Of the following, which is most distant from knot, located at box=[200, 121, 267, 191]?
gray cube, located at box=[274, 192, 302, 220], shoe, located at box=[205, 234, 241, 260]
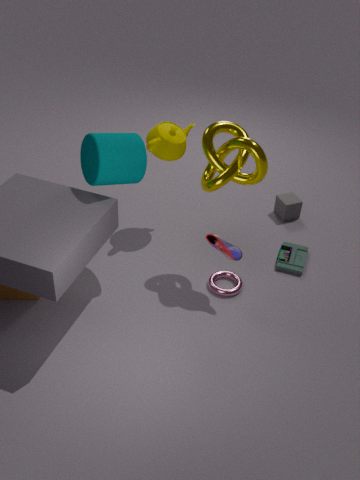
gray cube, located at box=[274, 192, 302, 220]
